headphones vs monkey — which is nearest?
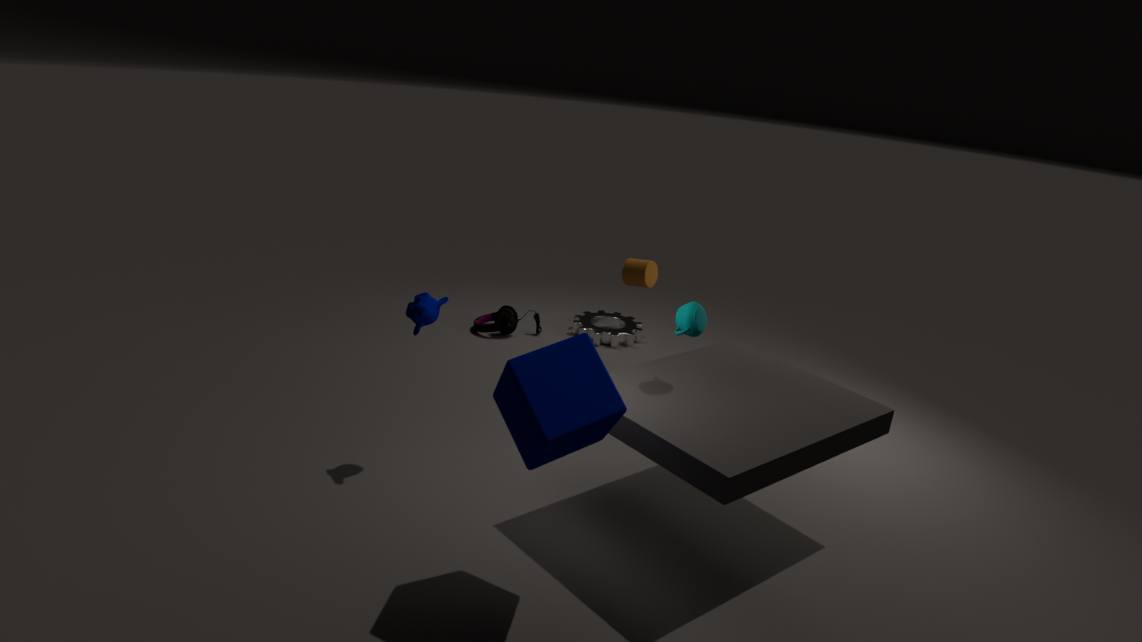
monkey
